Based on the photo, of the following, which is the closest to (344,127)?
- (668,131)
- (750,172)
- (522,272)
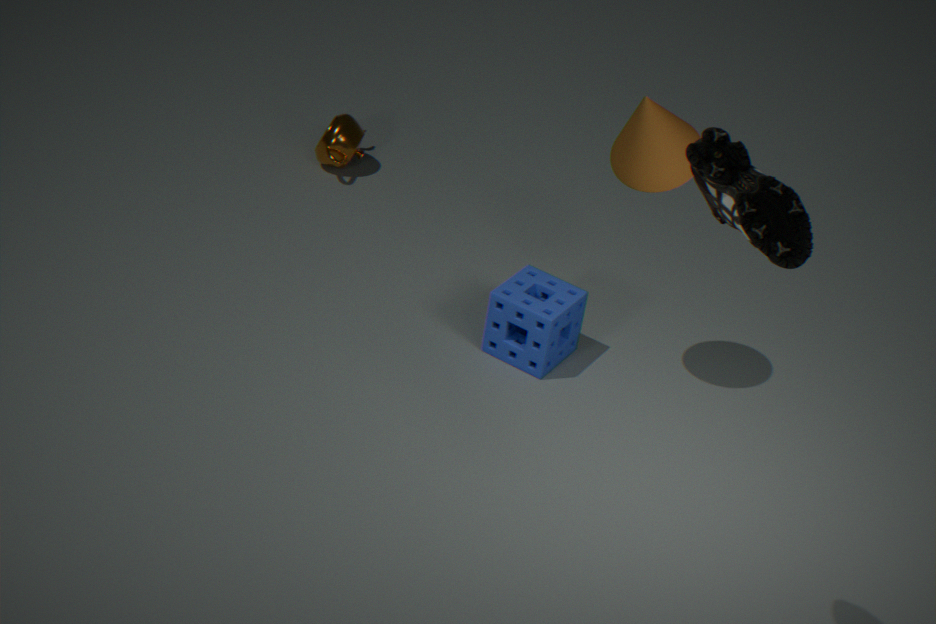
(522,272)
